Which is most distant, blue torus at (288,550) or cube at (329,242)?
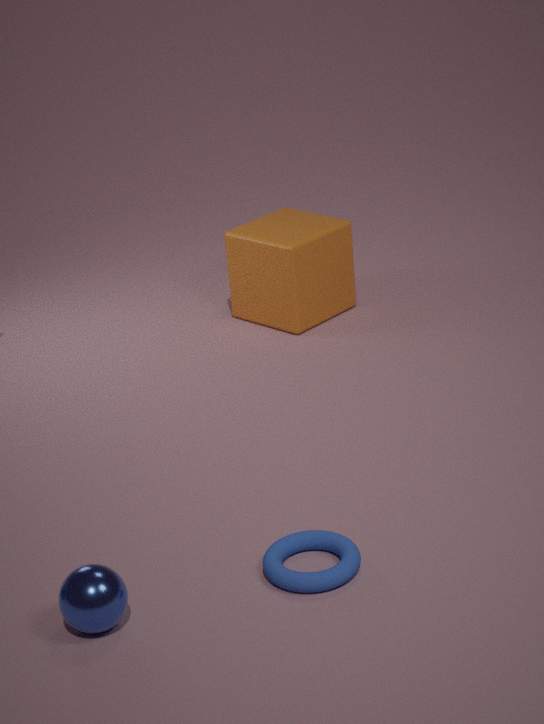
cube at (329,242)
